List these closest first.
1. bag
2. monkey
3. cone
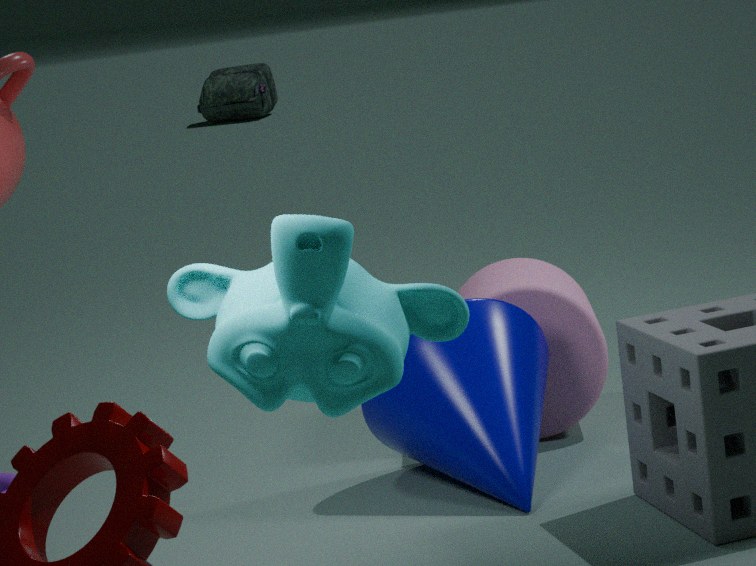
1. monkey
2. cone
3. bag
